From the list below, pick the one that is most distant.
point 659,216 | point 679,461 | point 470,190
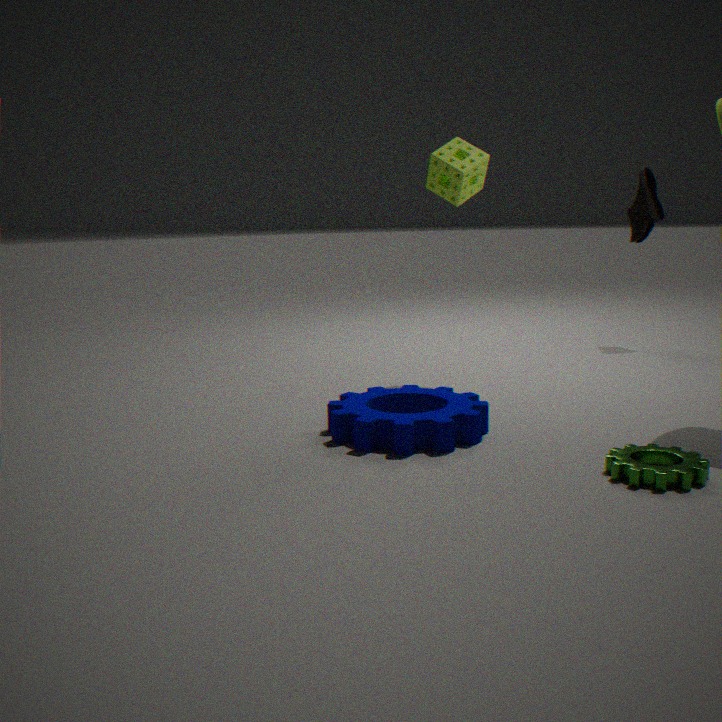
point 659,216
